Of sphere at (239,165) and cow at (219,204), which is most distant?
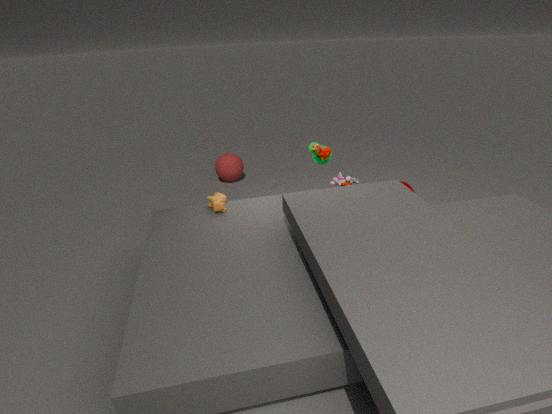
sphere at (239,165)
